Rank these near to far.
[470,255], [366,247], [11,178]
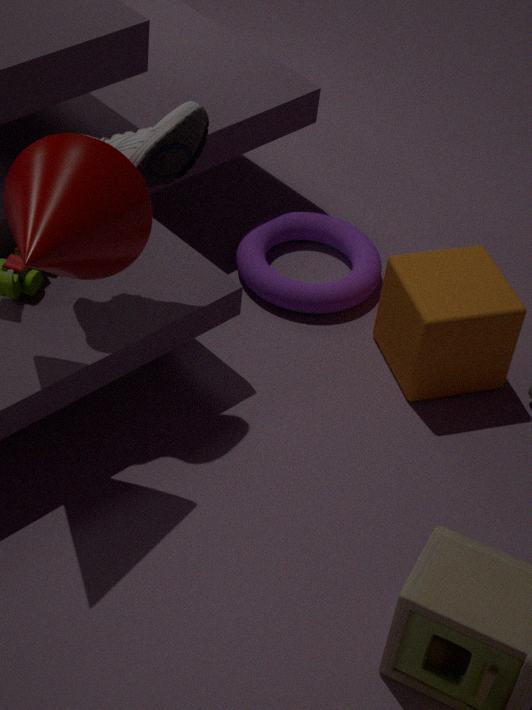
[11,178]
[470,255]
[366,247]
